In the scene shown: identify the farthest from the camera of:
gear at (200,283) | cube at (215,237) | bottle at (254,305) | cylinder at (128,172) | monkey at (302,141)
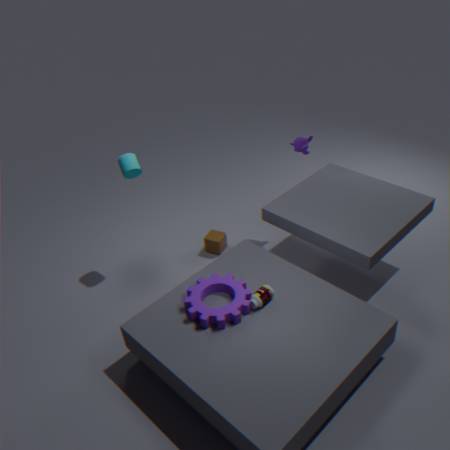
cube at (215,237)
